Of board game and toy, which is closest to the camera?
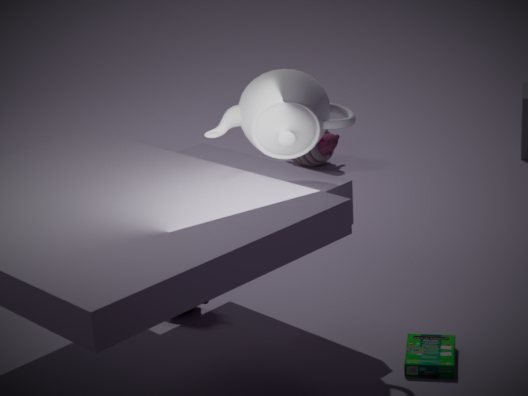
board game
